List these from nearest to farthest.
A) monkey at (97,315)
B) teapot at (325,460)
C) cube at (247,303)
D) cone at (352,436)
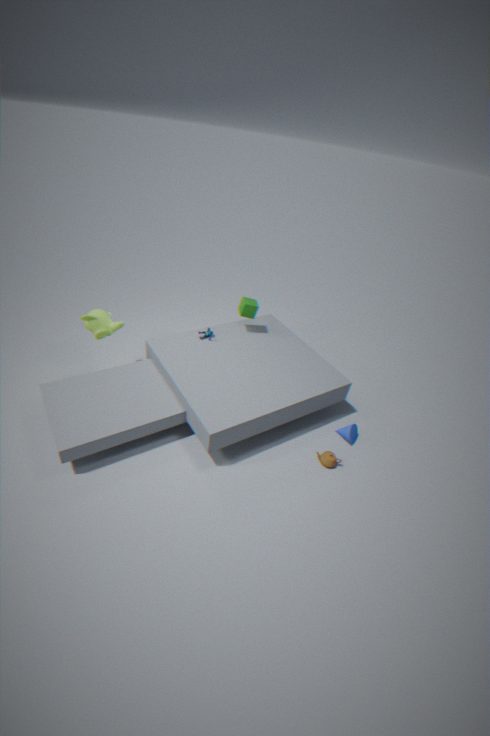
teapot at (325,460), monkey at (97,315), cone at (352,436), cube at (247,303)
